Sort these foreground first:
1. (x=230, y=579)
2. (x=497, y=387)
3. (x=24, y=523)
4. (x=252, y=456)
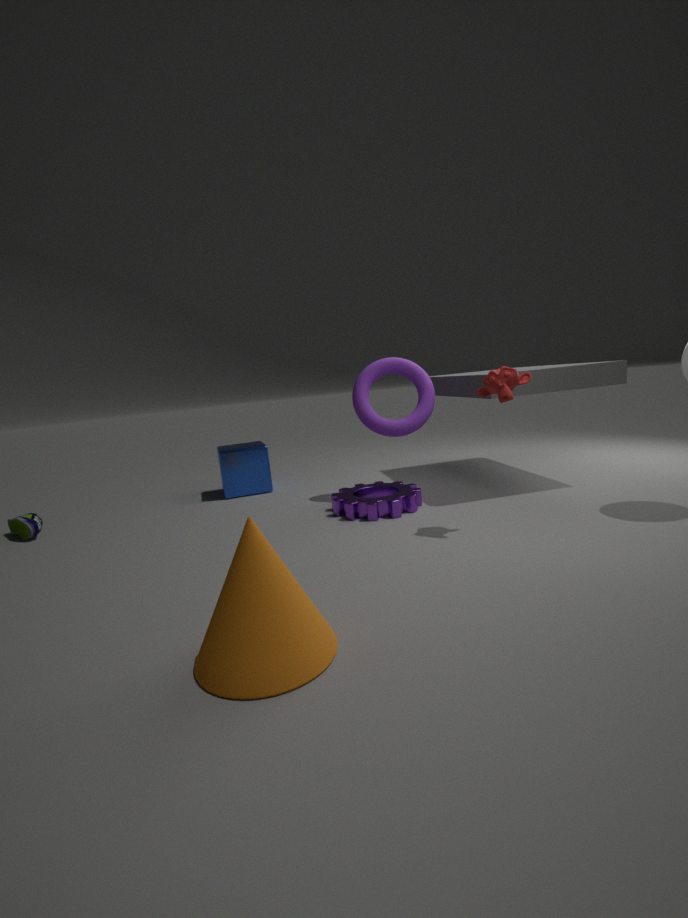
(x=230, y=579), (x=497, y=387), (x=24, y=523), (x=252, y=456)
